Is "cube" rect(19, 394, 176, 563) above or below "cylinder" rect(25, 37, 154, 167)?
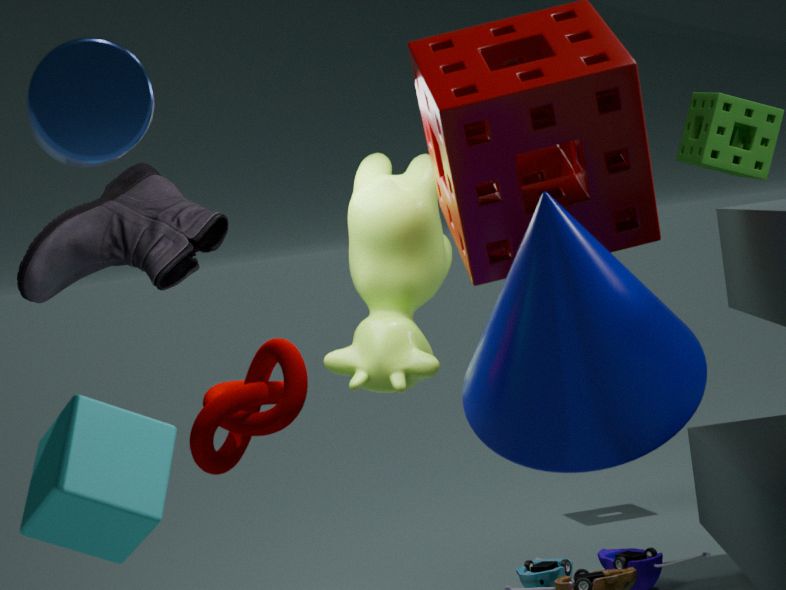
below
